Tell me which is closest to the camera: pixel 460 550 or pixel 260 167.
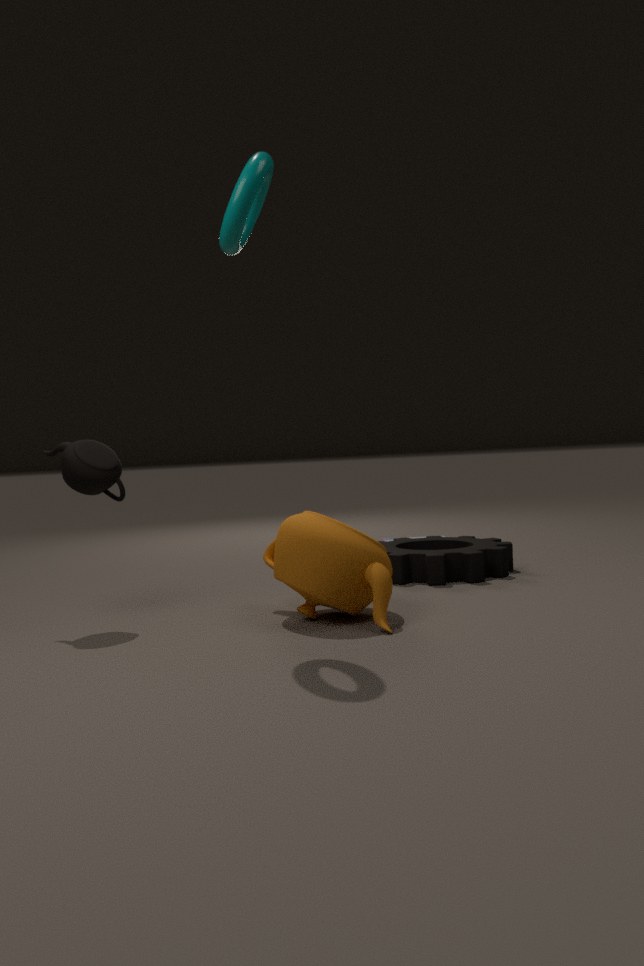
pixel 260 167
